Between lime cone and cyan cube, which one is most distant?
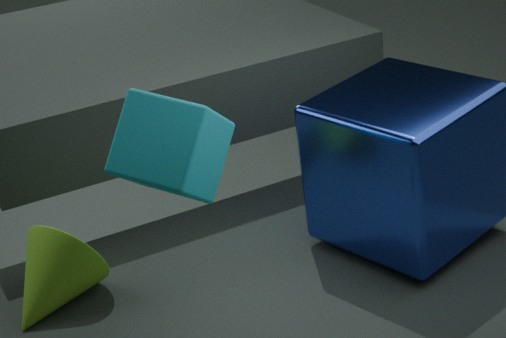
lime cone
